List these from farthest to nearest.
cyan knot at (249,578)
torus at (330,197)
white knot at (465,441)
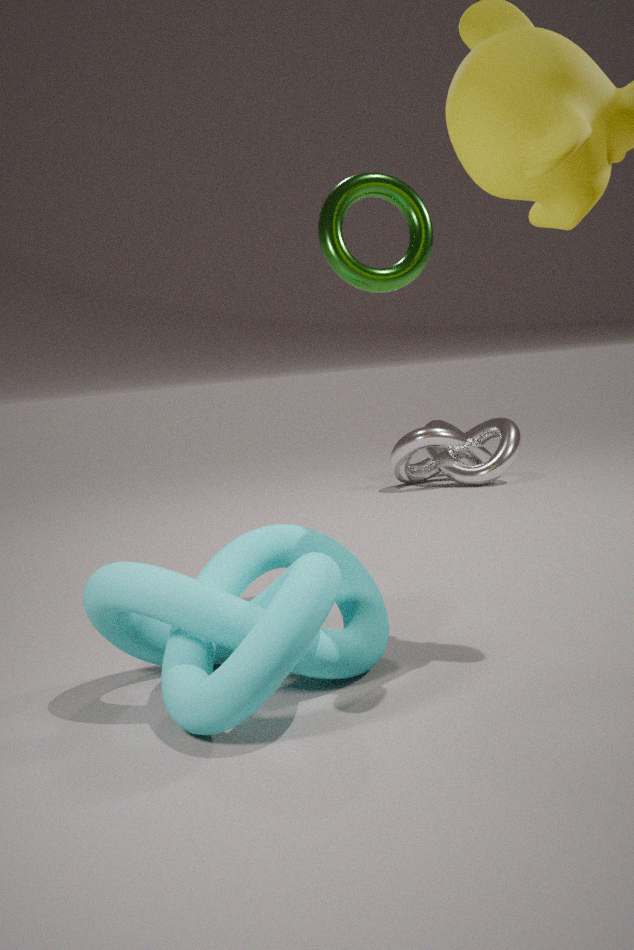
white knot at (465,441)
torus at (330,197)
cyan knot at (249,578)
